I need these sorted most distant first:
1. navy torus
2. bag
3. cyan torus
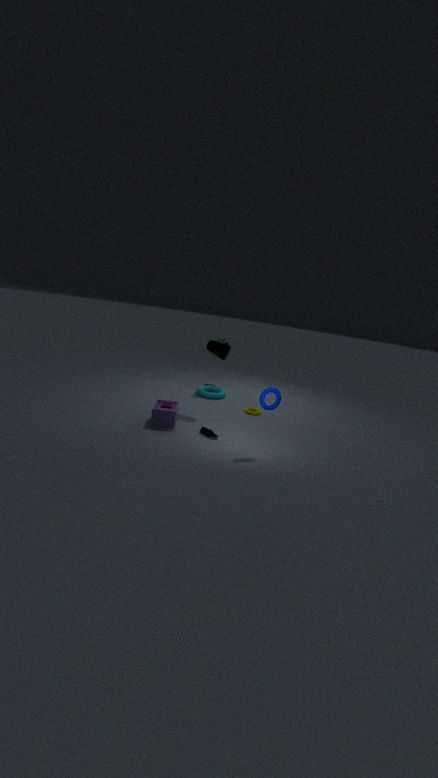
cyan torus → bag → navy torus
